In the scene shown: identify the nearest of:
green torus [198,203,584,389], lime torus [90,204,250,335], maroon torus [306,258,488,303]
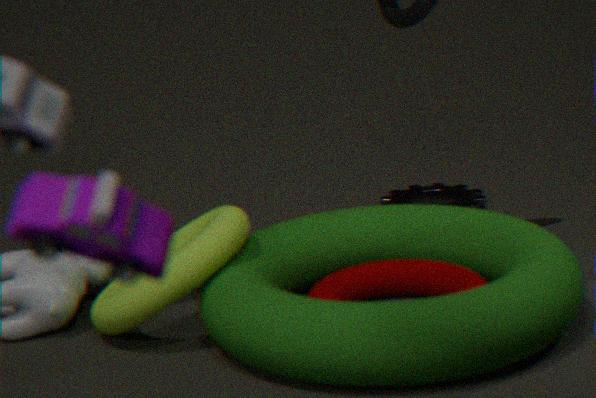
green torus [198,203,584,389]
